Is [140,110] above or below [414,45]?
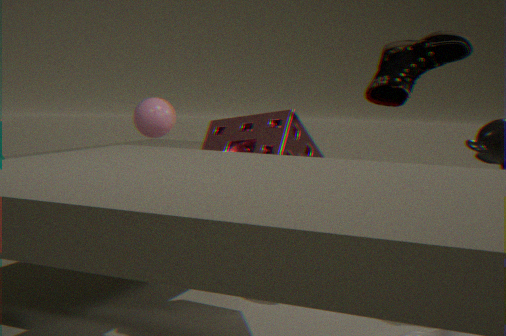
below
